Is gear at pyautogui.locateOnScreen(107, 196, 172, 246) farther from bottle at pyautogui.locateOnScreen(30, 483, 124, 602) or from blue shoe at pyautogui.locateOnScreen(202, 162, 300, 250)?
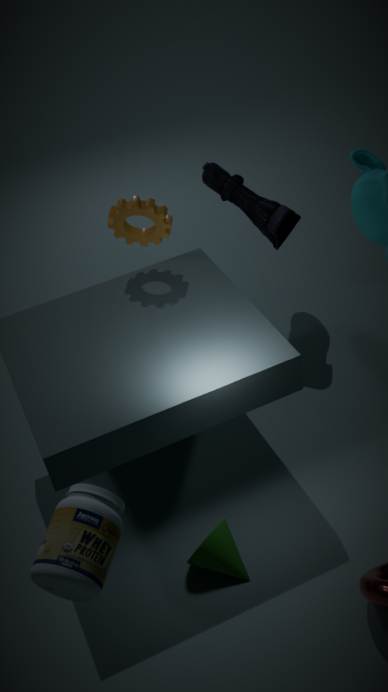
bottle at pyautogui.locateOnScreen(30, 483, 124, 602)
